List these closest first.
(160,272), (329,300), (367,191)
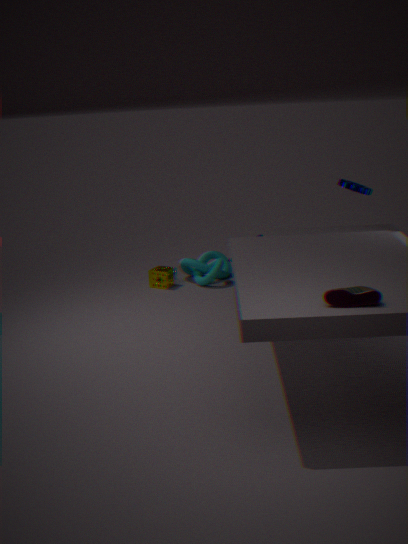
(329,300) < (367,191) < (160,272)
